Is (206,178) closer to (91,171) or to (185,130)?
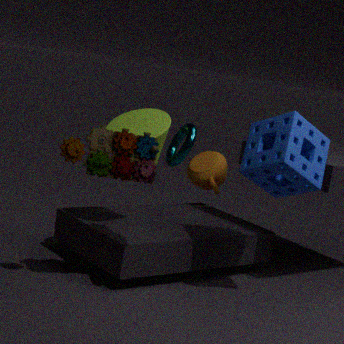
(91,171)
